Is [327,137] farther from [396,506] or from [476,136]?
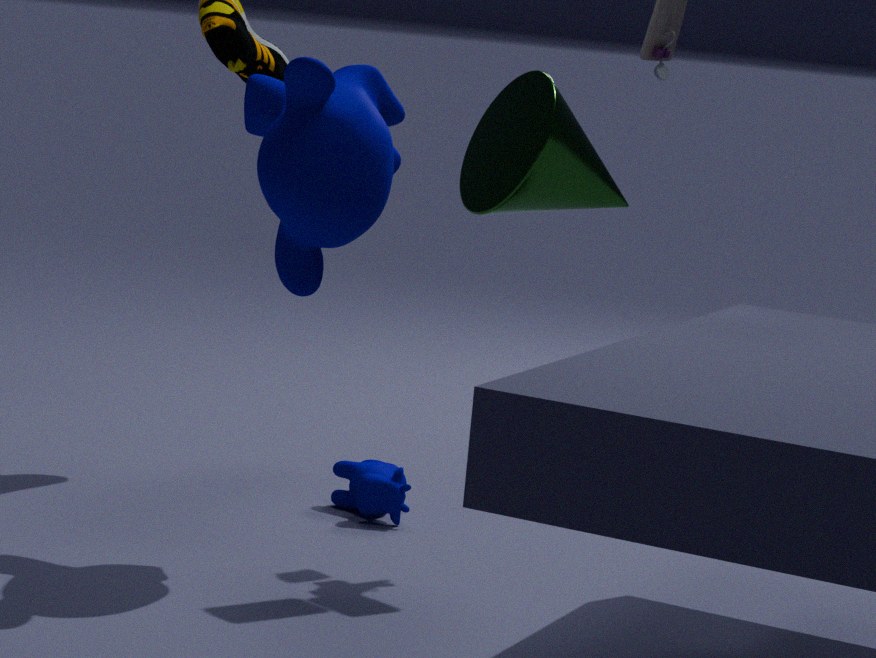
[476,136]
